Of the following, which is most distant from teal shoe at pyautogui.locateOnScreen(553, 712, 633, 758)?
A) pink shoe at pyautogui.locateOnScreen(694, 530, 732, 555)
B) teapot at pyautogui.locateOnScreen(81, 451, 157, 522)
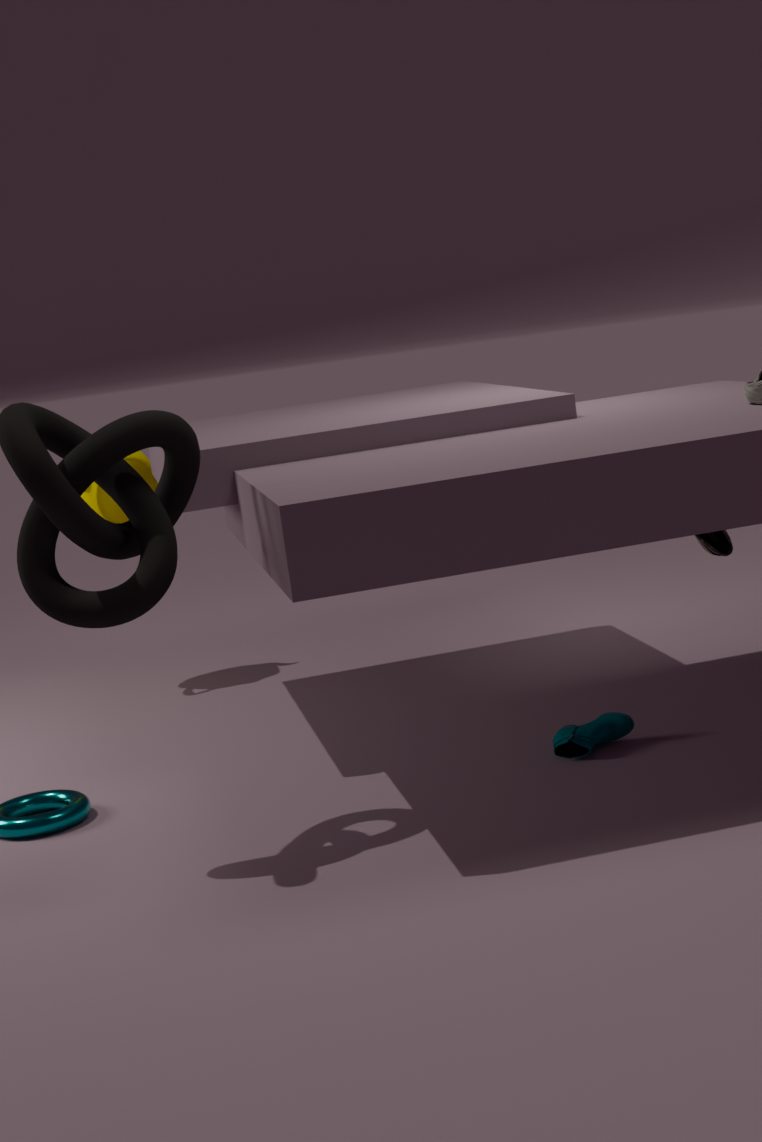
teapot at pyautogui.locateOnScreen(81, 451, 157, 522)
